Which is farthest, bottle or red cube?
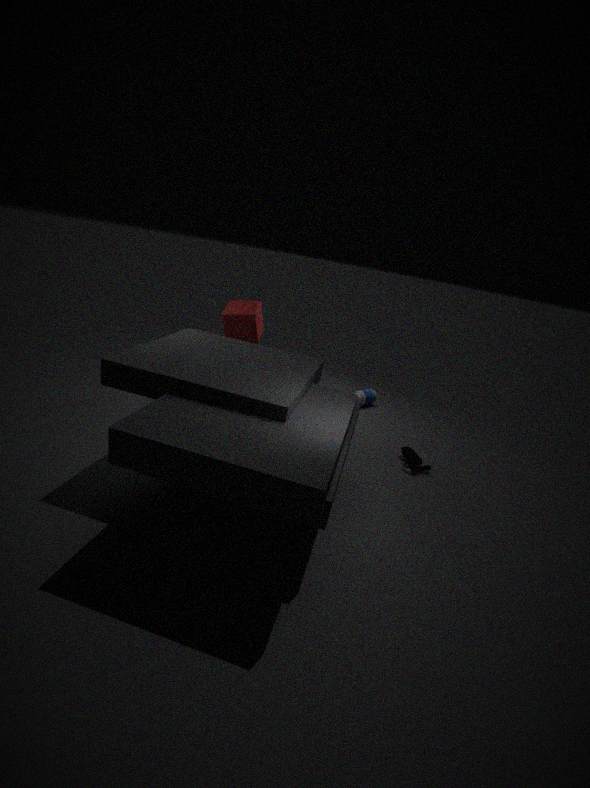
bottle
